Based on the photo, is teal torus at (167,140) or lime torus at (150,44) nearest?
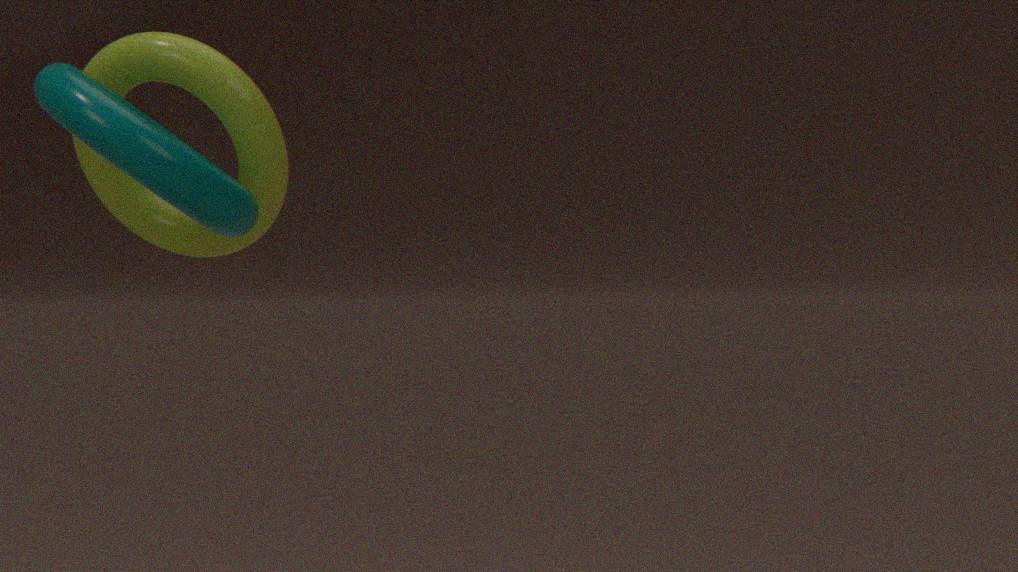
teal torus at (167,140)
